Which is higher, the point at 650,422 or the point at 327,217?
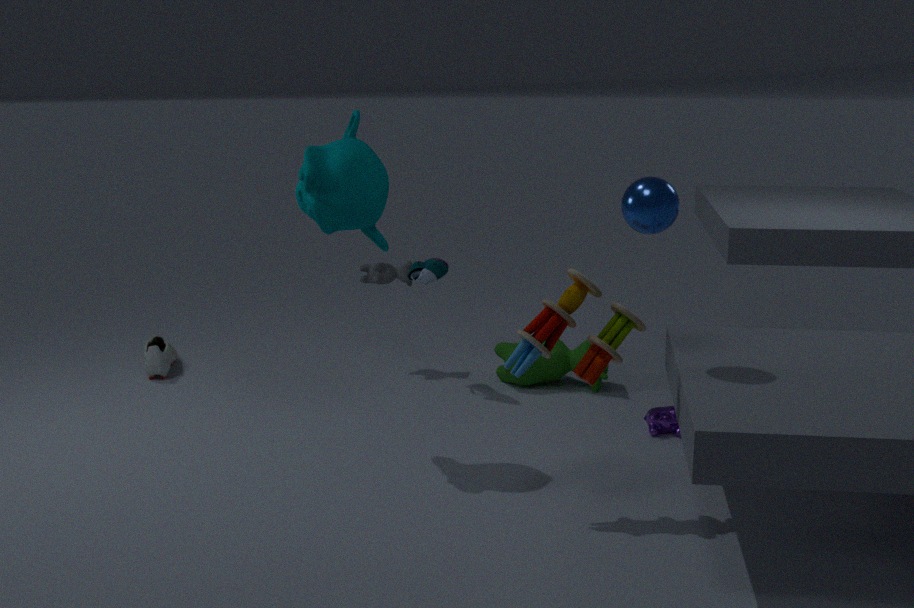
the point at 327,217
